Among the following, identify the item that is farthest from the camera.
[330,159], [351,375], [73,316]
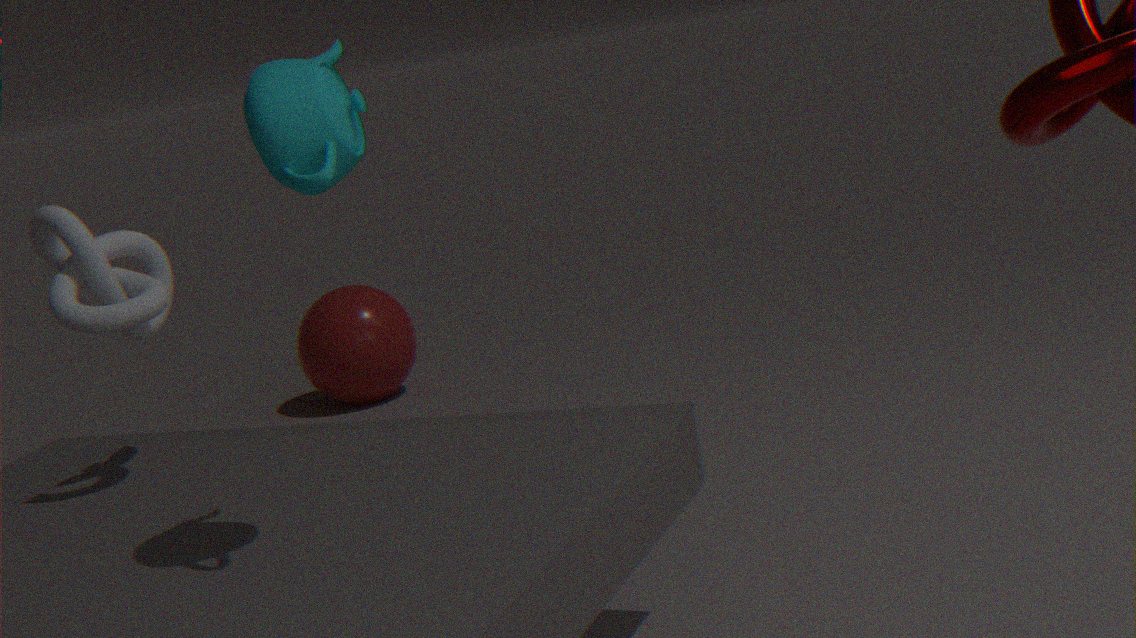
[351,375]
